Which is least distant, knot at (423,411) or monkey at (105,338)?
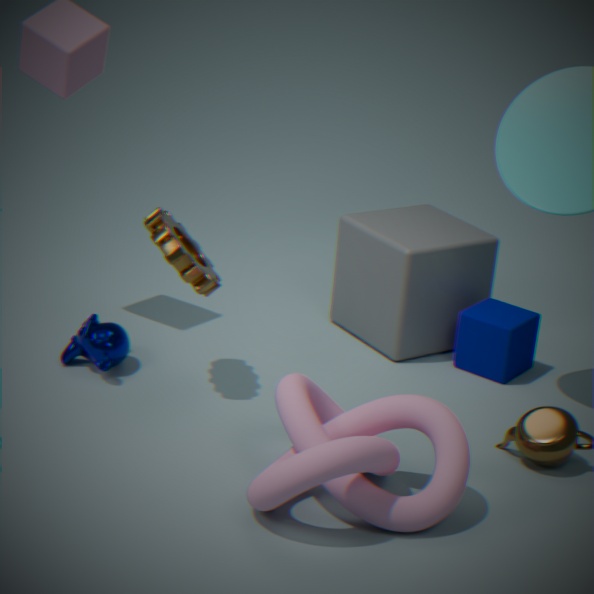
knot at (423,411)
